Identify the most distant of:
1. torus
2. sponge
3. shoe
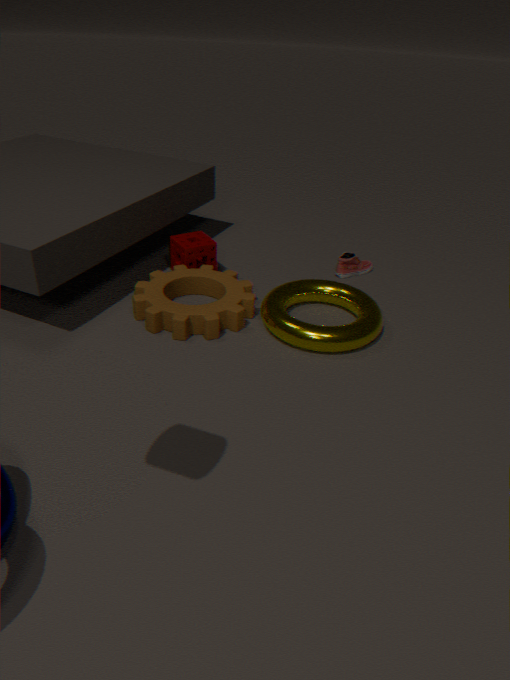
shoe
